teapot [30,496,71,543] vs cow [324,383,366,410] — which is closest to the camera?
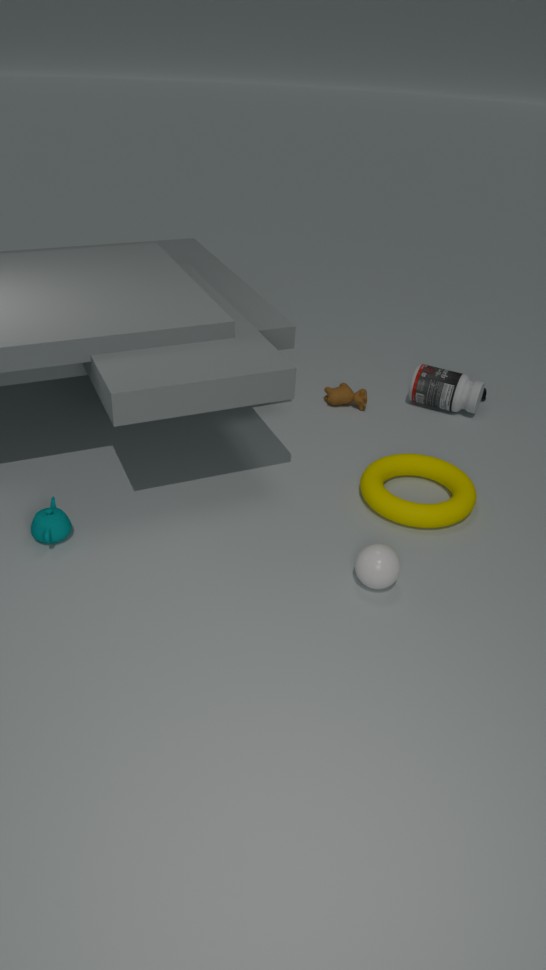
teapot [30,496,71,543]
